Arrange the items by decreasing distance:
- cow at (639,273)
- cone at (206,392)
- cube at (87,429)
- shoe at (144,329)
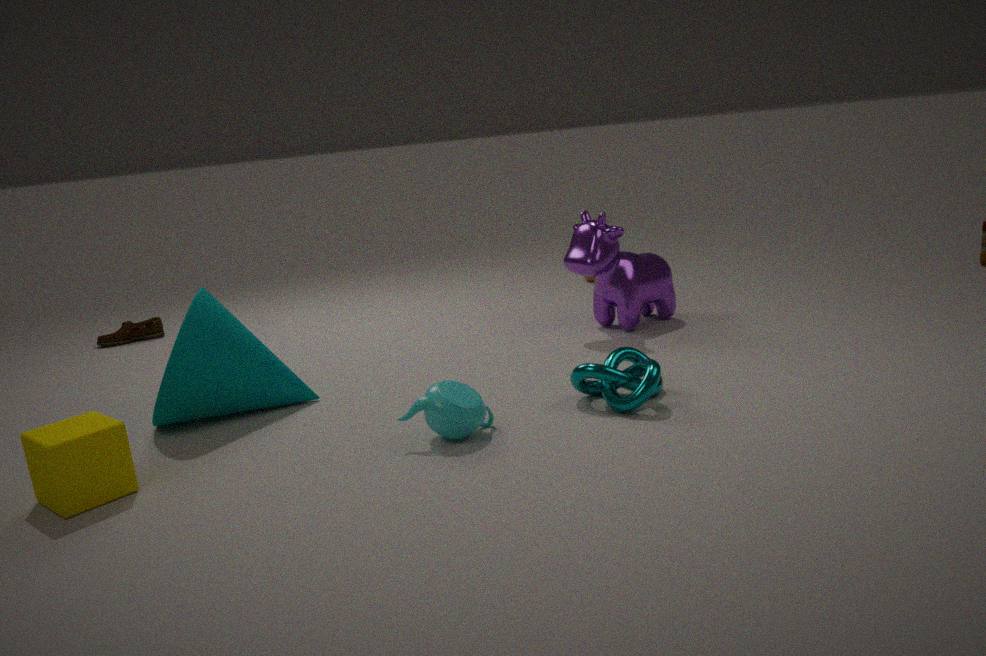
shoe at (144,329) < cow at (639,273) < cone at (206,392) < cube at (87,429)
